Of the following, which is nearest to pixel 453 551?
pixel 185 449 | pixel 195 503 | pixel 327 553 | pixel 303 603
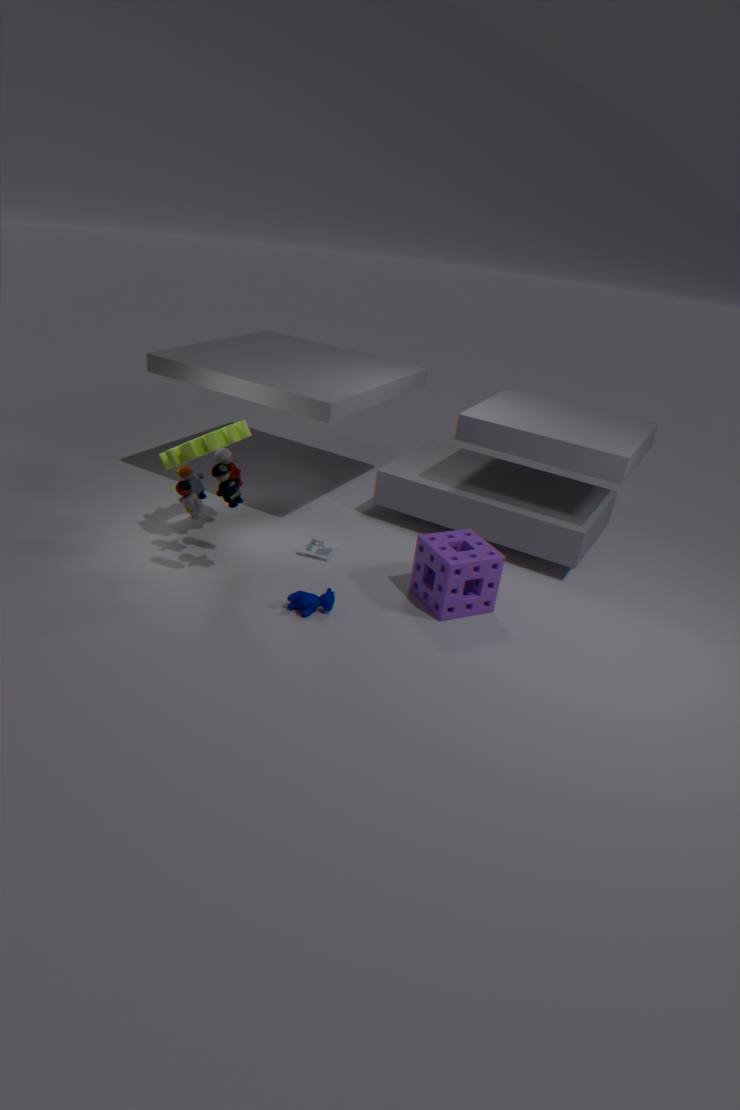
pixel 303 603
